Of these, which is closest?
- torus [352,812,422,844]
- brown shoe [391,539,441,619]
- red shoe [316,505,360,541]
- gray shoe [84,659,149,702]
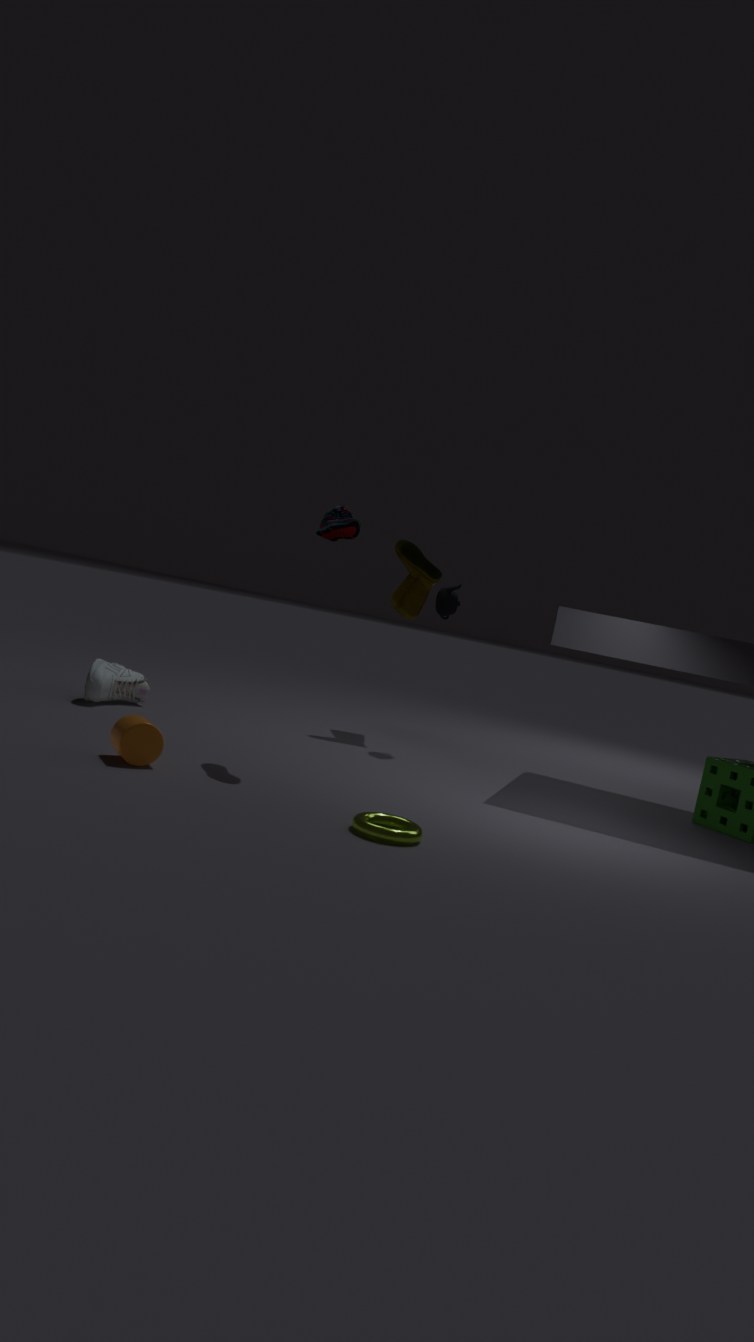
torus [352,812,422,844]
